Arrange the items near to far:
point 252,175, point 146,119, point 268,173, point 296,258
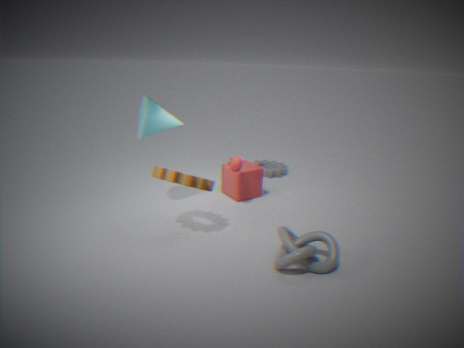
point 296,258 → point 146,119 → point 252,175 → point 268,173
